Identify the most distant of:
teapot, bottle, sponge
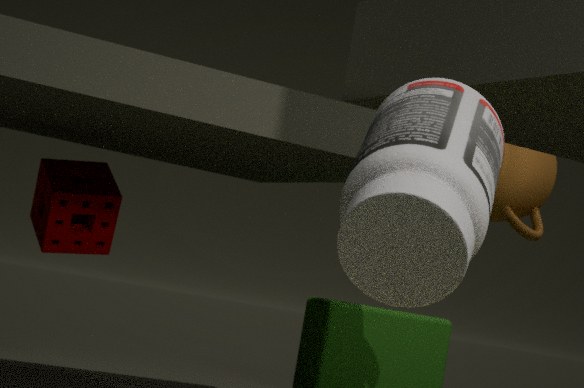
teapot
